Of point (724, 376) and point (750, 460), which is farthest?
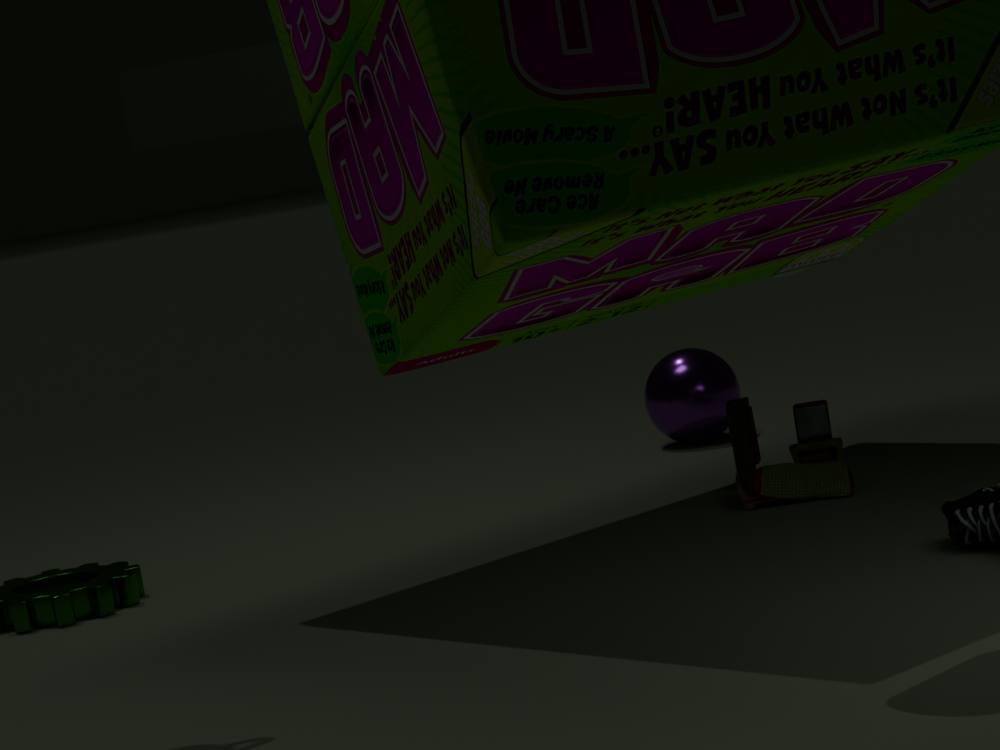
point (724, 376)
